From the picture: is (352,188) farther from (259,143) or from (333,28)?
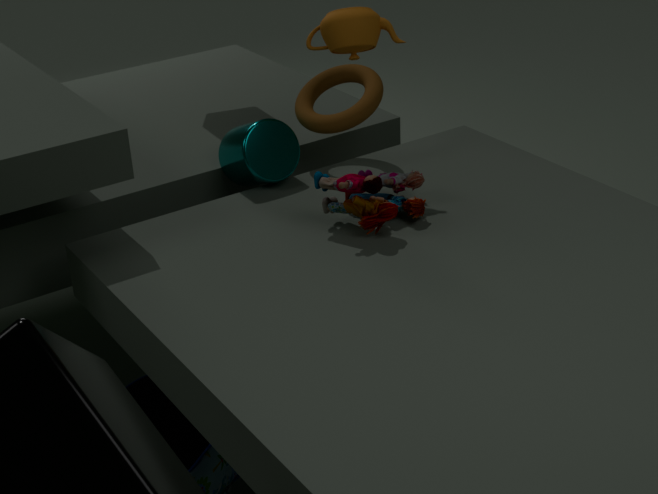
(333,28)
